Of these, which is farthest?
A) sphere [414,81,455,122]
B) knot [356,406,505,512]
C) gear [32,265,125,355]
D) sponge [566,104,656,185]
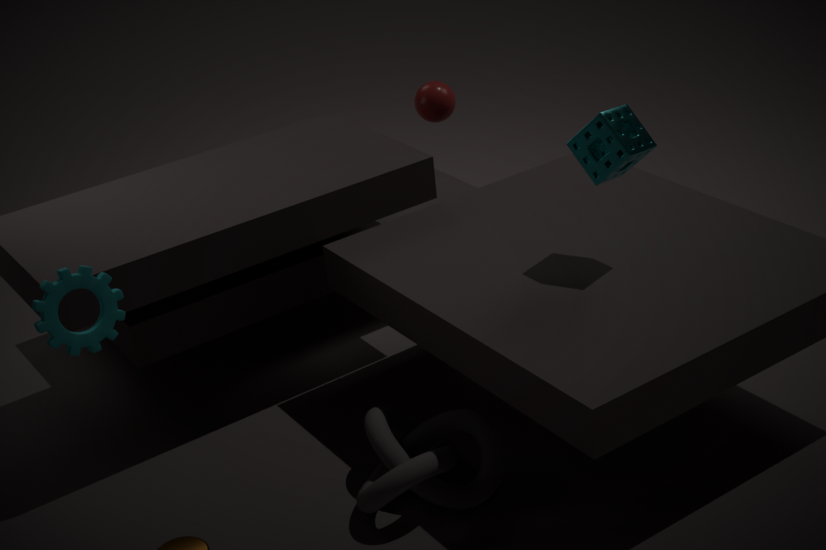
A. sphere [414,81,455,122]
